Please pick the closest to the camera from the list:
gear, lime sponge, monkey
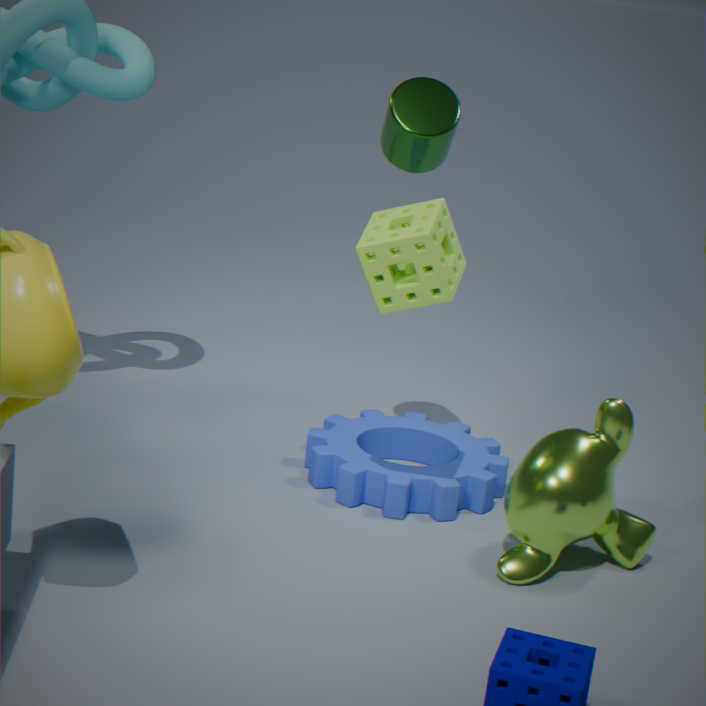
lime sponge
